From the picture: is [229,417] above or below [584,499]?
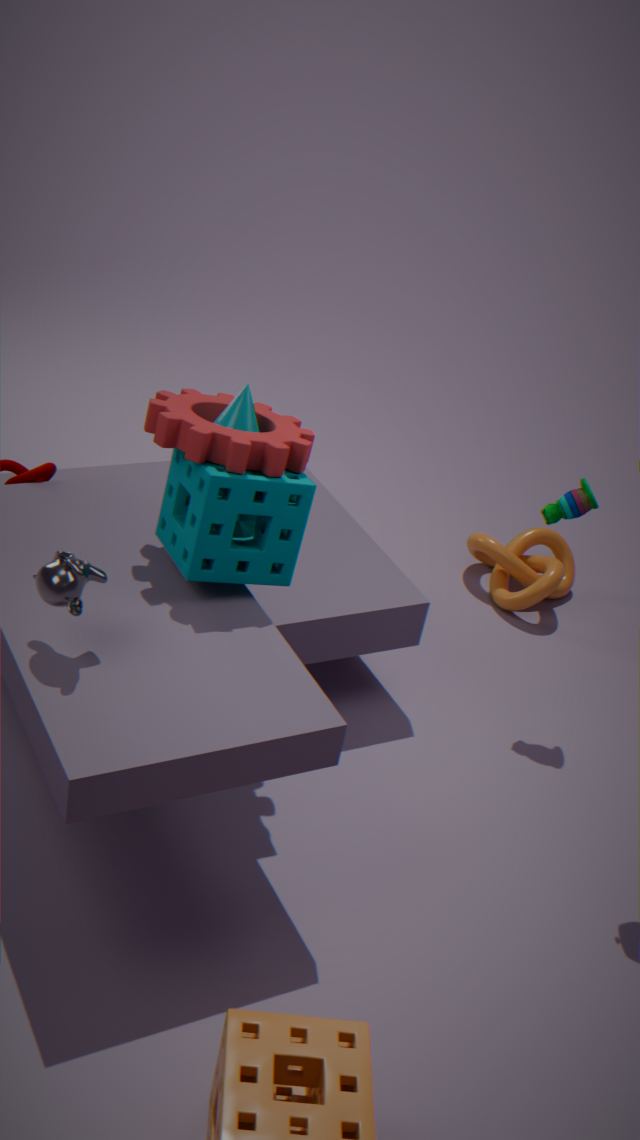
above
